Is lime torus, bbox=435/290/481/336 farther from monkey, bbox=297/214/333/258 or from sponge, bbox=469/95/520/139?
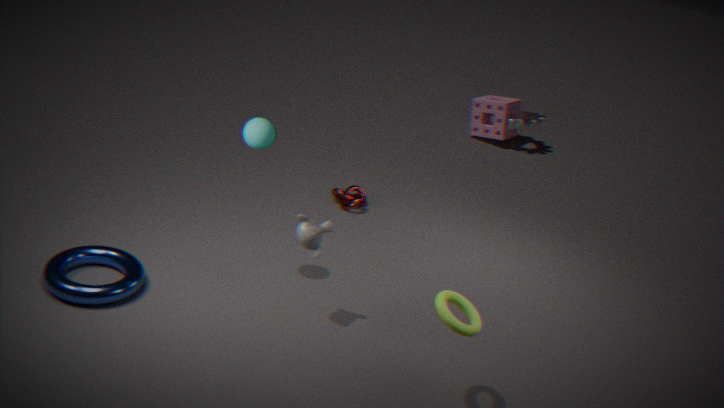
sponge, bbox=469/95/520/139
